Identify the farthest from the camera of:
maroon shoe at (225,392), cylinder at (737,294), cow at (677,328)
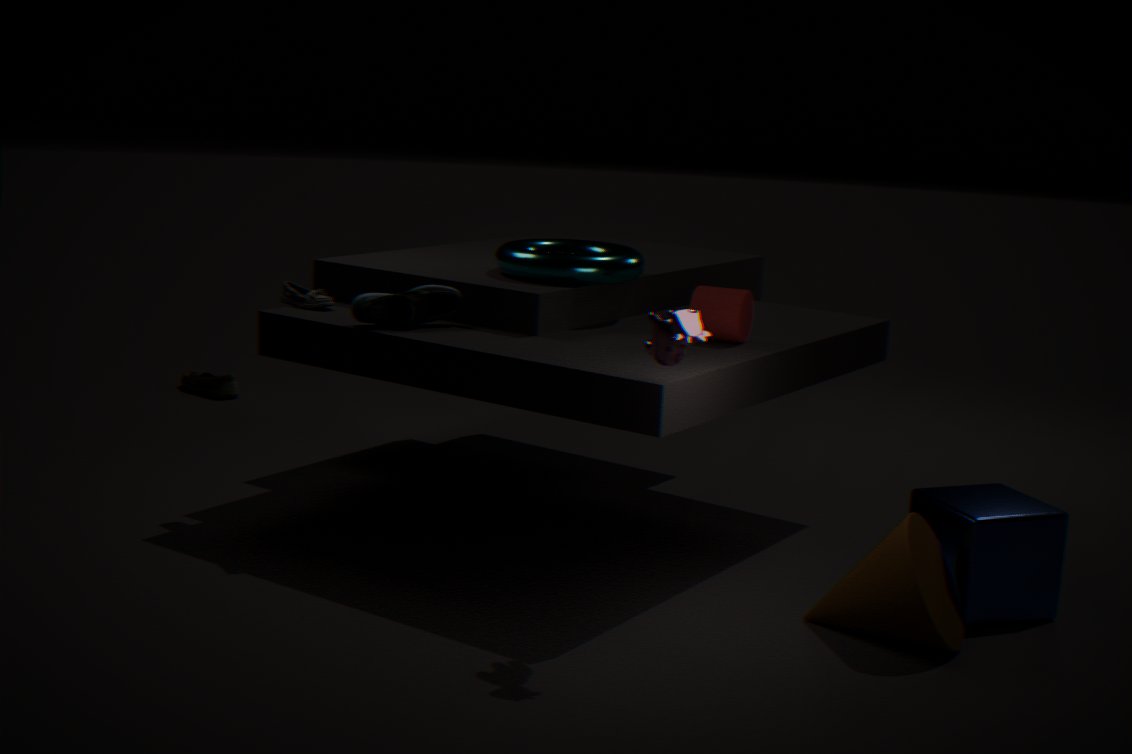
maroon shoe at (225,392)
